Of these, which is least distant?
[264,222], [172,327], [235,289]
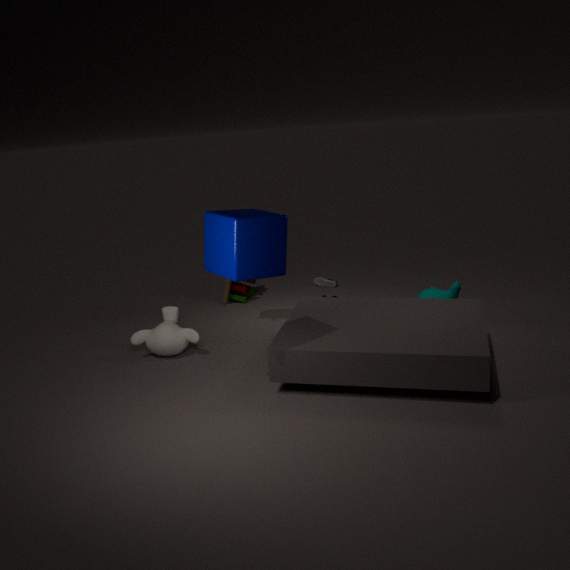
[264,222]
